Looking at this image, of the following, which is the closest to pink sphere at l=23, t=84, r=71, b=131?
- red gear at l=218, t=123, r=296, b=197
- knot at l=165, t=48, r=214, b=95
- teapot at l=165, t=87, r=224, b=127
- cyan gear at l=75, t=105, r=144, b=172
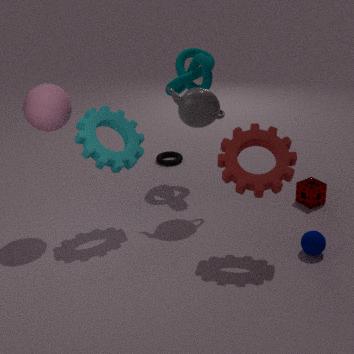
cyan gear at l=75, t=105, r=144, b=172
